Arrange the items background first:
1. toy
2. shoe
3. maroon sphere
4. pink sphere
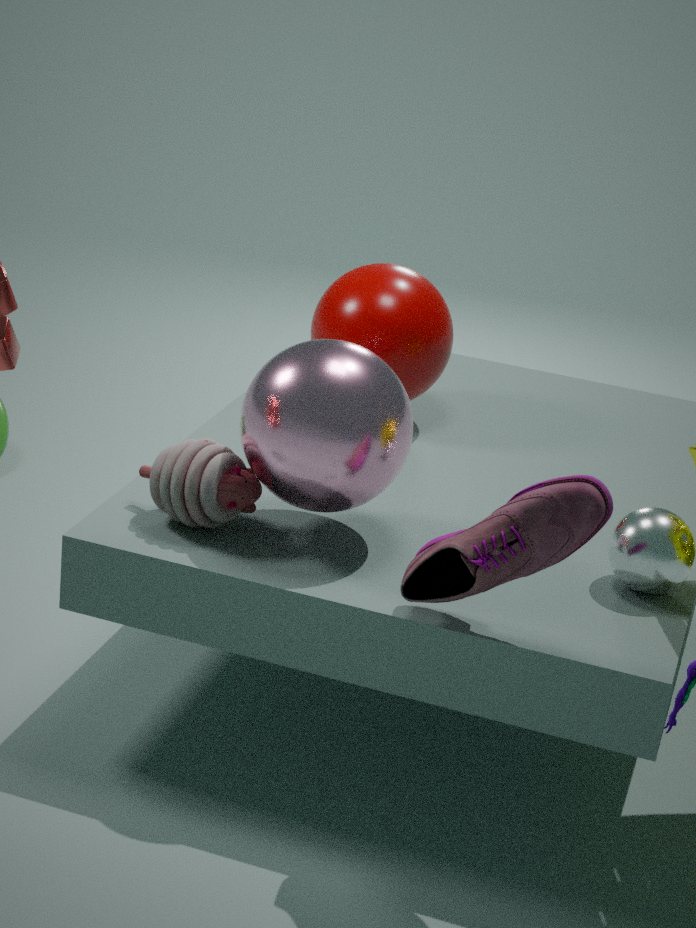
1. maroon sphere
2. toy
3. pink sphere
4. shoe
